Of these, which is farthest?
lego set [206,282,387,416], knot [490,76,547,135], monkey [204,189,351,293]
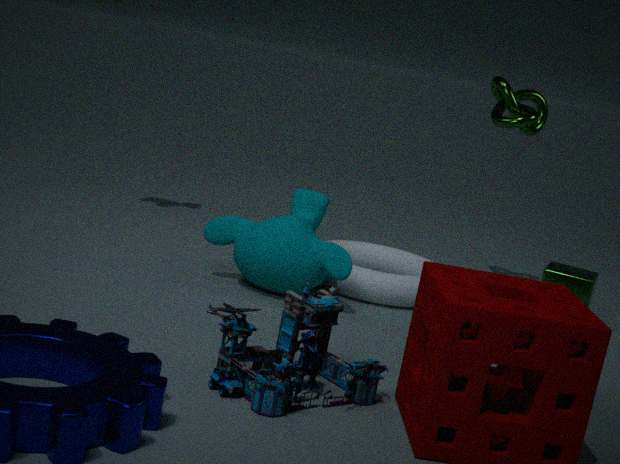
knot [490,76,547,135]
